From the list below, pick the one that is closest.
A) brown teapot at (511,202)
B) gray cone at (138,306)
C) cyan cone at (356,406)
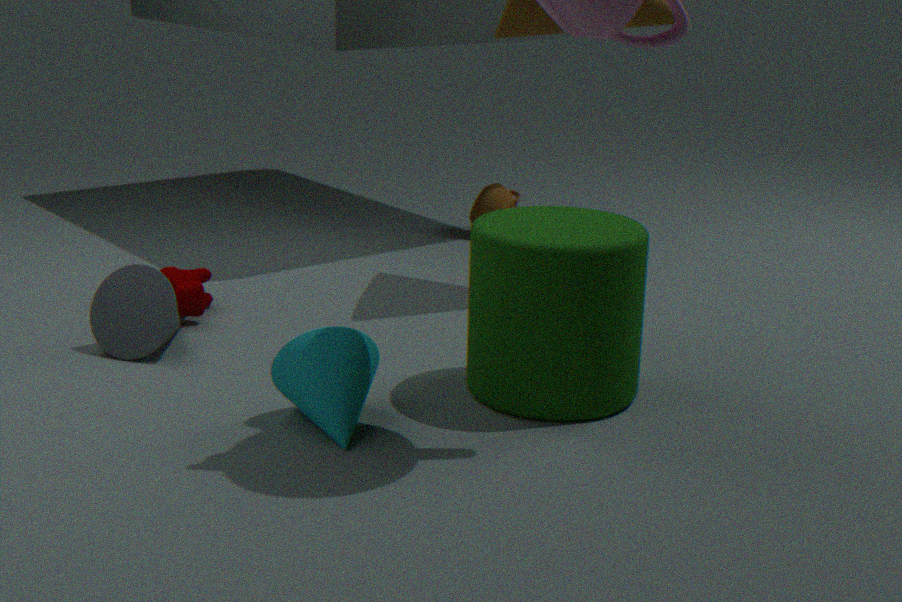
cyan cone at (356,406)
